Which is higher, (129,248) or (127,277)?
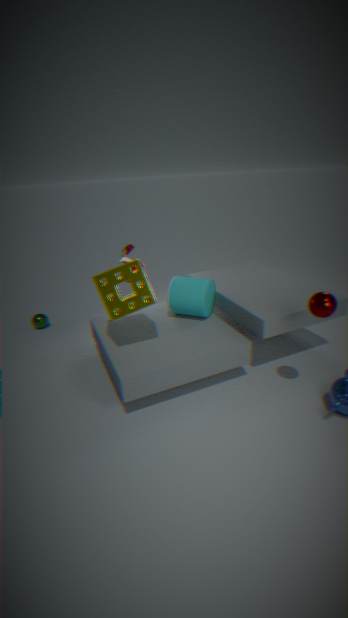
(127,277)
